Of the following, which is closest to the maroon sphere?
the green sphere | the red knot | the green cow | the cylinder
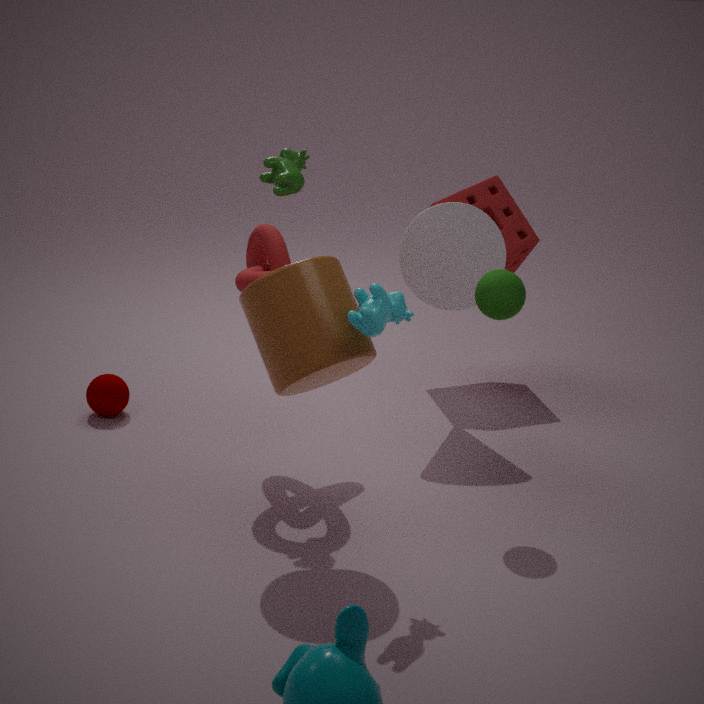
the red knot
